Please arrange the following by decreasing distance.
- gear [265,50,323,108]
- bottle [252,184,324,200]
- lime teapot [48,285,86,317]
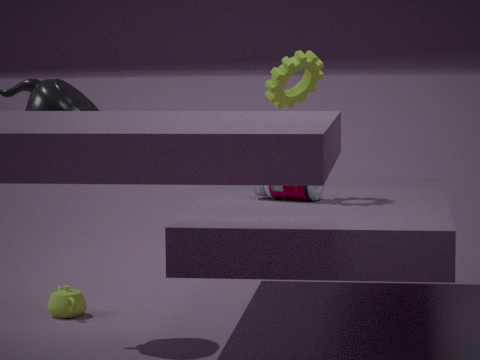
lime teapot [48,285,86,317] → bottle [252,184,324,200] → gear [265,50,323,108]
